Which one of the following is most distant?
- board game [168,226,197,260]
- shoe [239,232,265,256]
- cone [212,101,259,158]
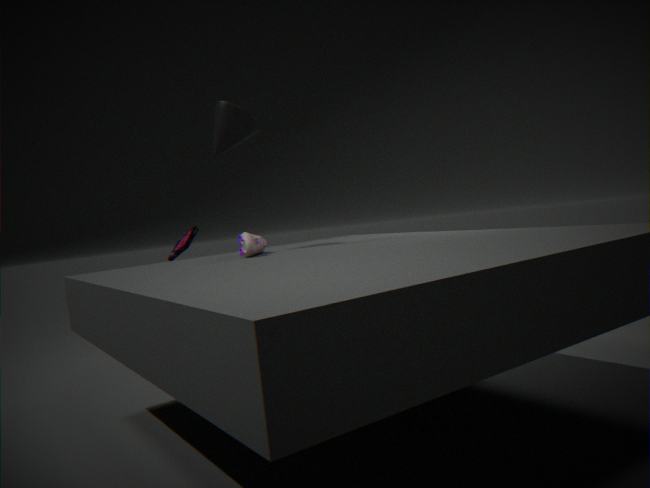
board game [168,226,197,260]
